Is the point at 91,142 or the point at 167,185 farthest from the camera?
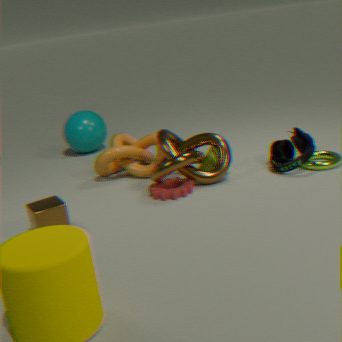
the point at 91,142
